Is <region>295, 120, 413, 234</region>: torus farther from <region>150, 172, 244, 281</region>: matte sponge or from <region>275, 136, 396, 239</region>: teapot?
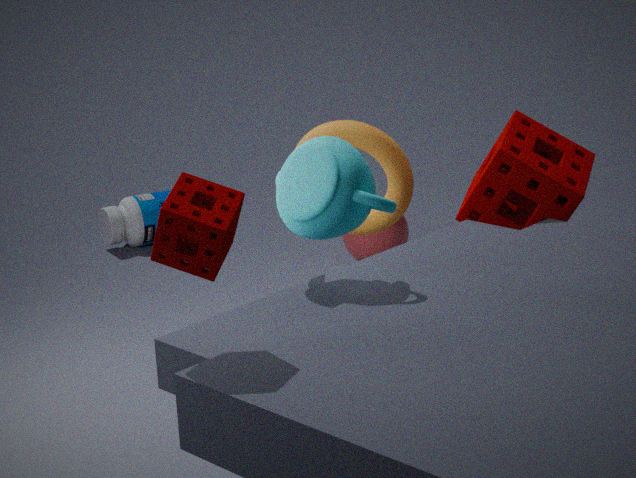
<region>150, 172, 244, 281</region>: matte sponge
